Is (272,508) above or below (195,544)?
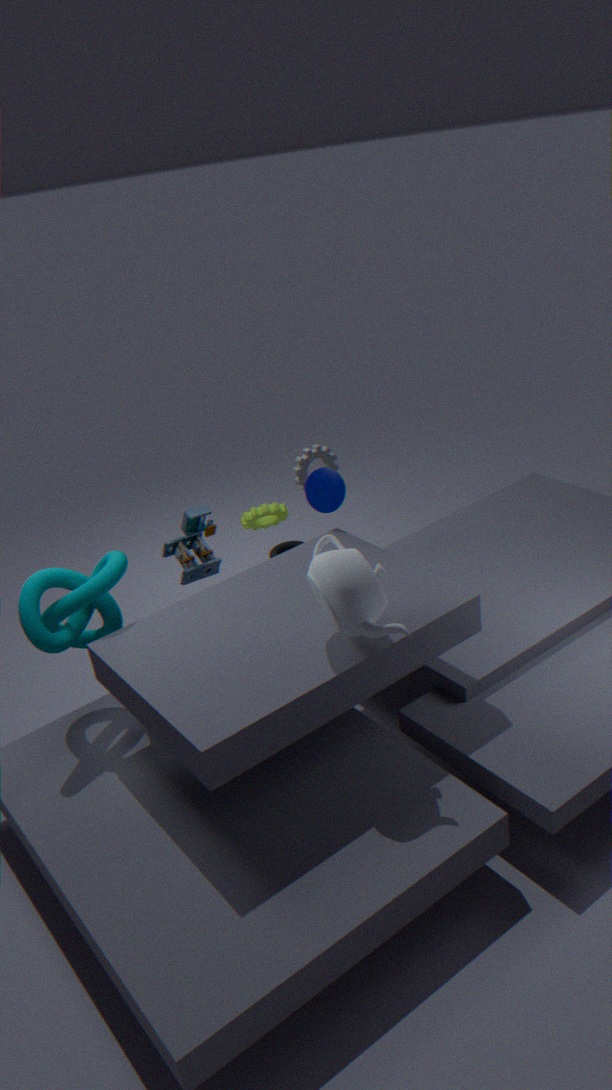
below
